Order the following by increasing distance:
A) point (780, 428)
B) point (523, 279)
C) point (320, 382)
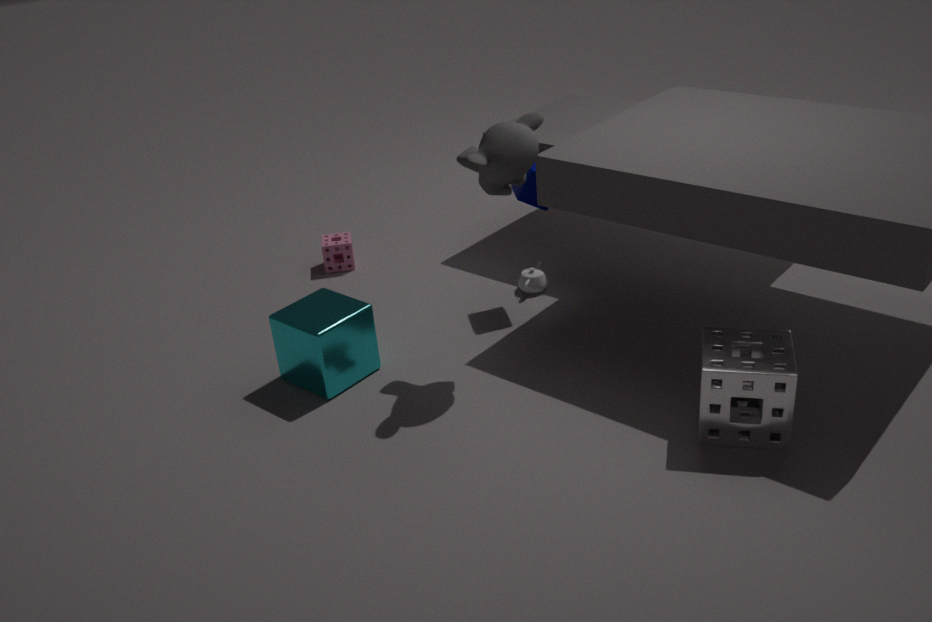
point (780, 428) → point (320, 382) → point (523, 279)
